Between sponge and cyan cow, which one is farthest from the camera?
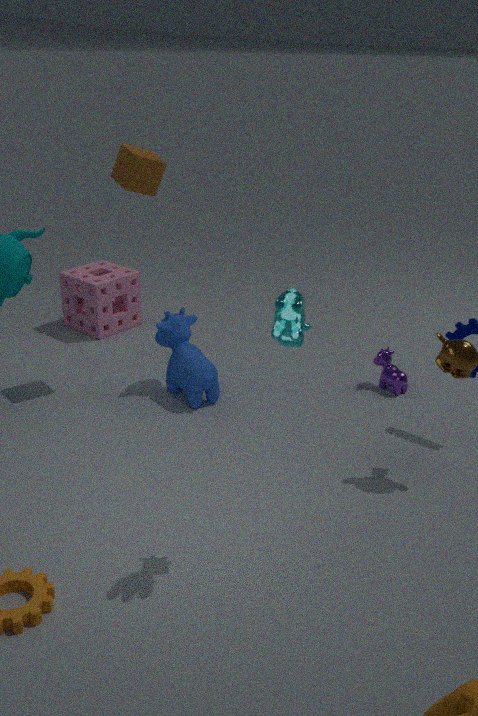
sponge
